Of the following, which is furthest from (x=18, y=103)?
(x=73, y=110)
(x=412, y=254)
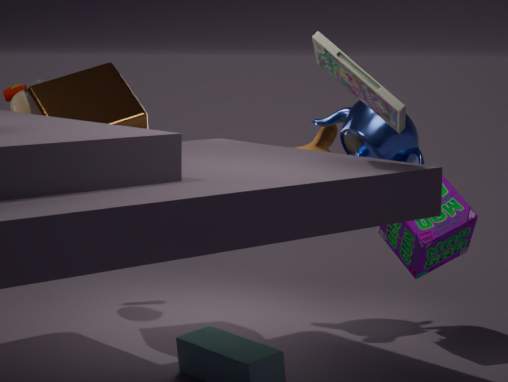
(x=412, y=254)
